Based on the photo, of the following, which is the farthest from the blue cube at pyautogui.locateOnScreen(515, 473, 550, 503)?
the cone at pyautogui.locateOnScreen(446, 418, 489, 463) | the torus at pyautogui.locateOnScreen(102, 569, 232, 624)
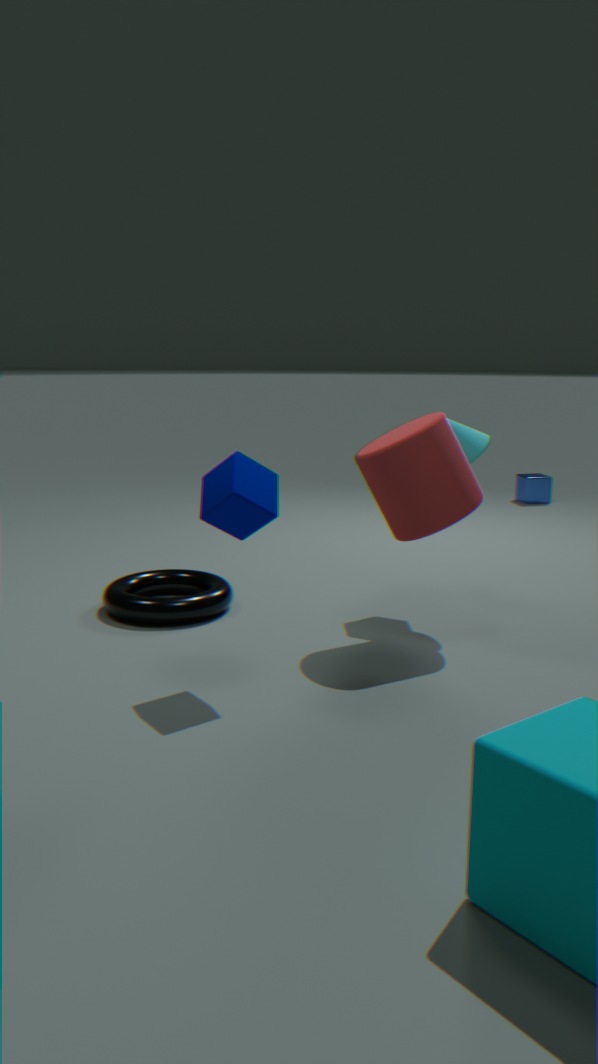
the torus at pyautogui.locateOnScreen(102, 569, 232, 624)
